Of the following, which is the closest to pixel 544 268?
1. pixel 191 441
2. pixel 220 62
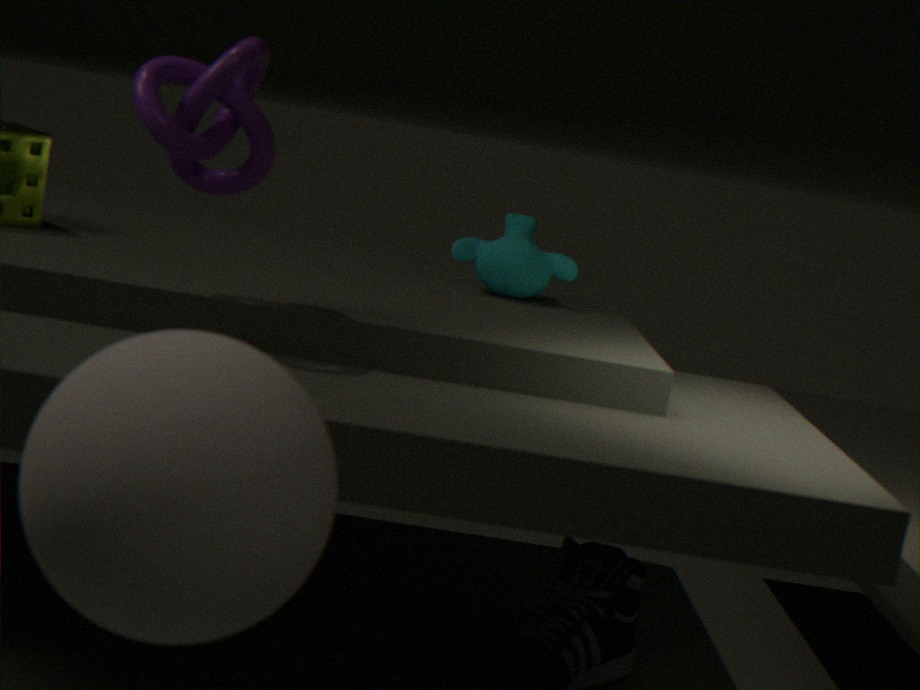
pixel 220 62
